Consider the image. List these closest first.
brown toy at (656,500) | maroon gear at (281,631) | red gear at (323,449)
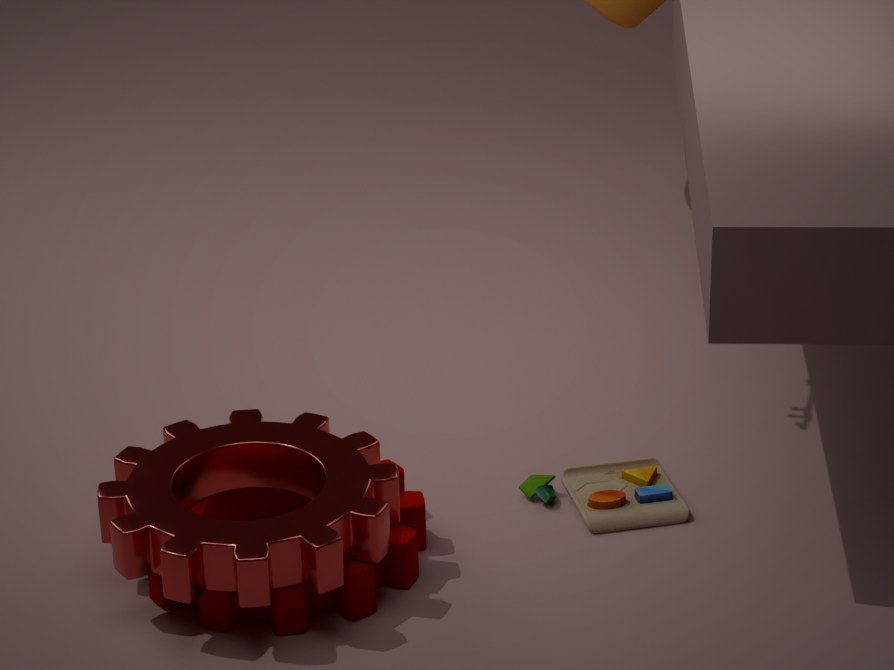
red gear at (323,449) < maroon gear at (281,631) < brown toy at (656,500)
